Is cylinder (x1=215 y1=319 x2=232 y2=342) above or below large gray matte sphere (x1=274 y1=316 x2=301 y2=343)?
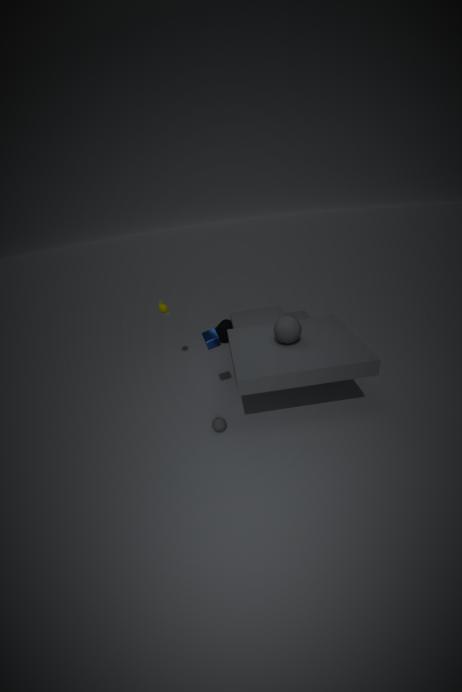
below
